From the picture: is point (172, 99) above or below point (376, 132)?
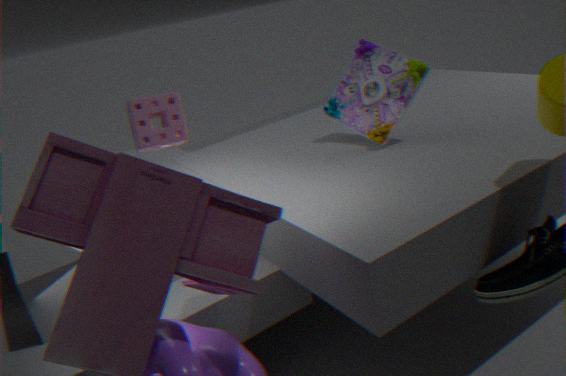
above
